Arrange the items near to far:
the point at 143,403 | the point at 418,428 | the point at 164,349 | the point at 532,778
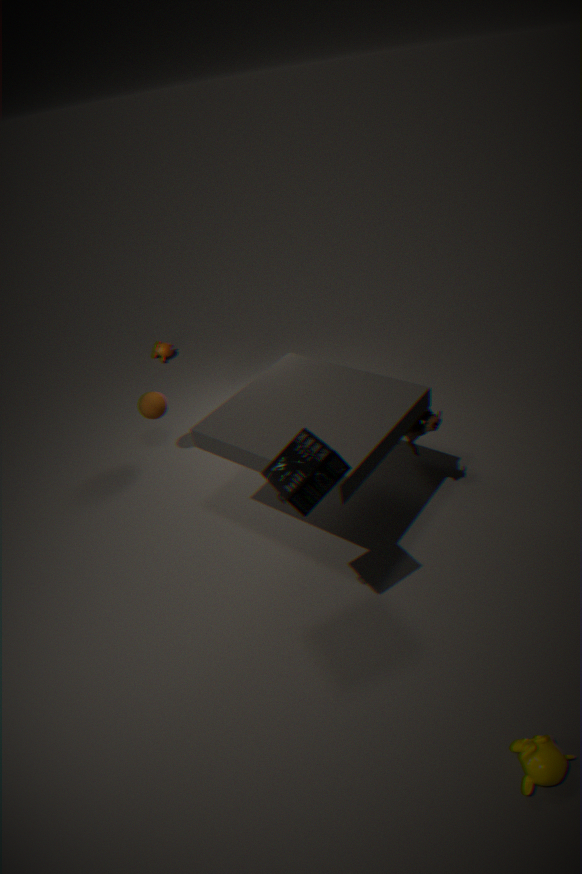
the point at 532,778, the point at 418,428, the point at 143,403, the point at 164,349
